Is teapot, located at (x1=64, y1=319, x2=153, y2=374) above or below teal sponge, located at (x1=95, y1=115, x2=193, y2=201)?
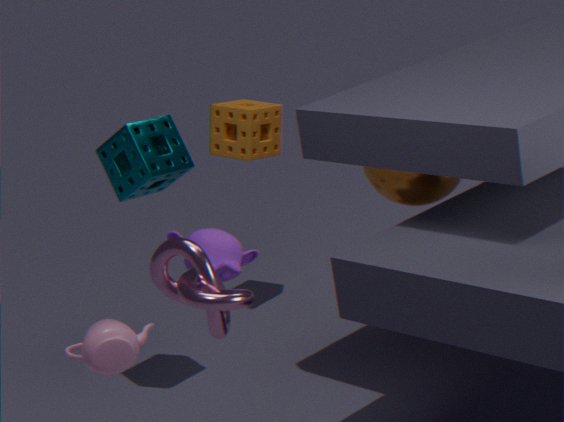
below
